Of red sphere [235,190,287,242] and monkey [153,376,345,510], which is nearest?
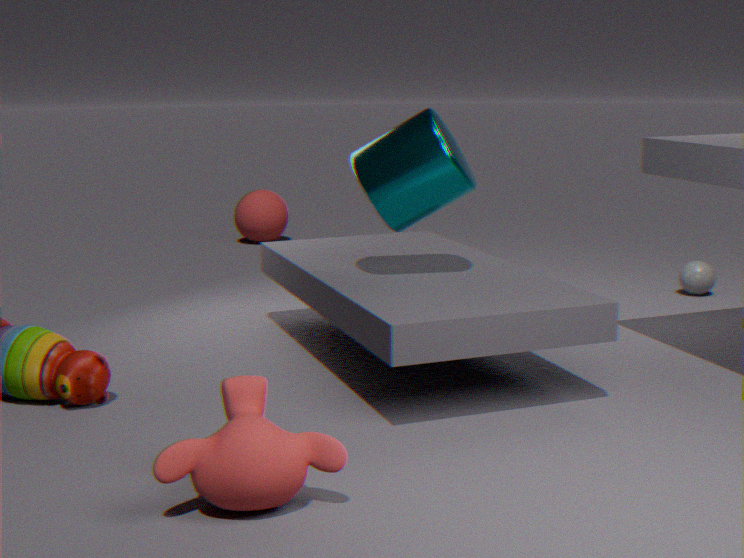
monkey [153,376,345,510]
